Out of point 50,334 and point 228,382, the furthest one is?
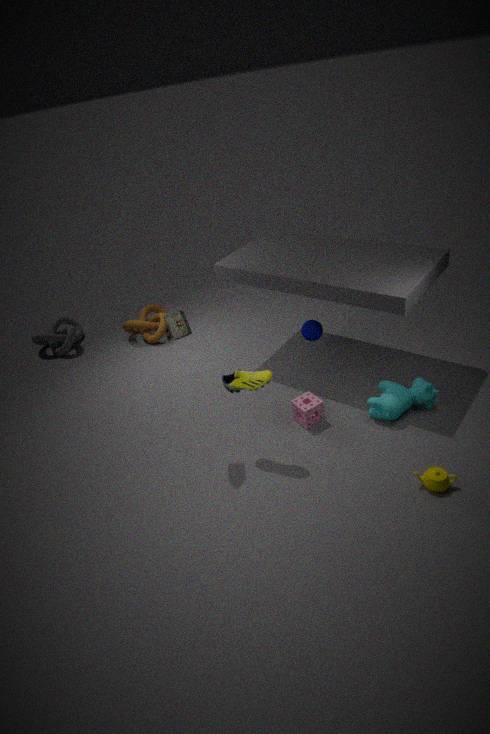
point 50,334
